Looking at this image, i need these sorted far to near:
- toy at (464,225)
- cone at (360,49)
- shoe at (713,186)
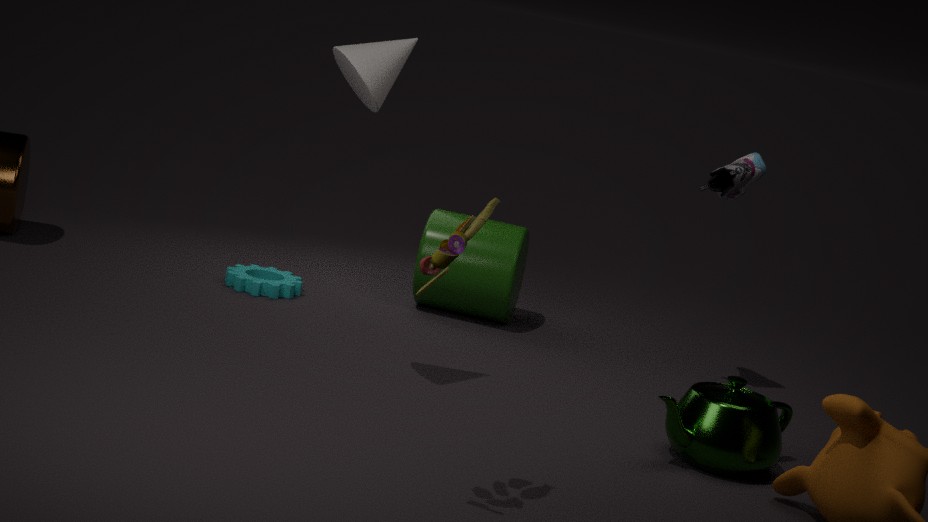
shoe at (713,186)
cone at (360,49)
toy at (464,225)
